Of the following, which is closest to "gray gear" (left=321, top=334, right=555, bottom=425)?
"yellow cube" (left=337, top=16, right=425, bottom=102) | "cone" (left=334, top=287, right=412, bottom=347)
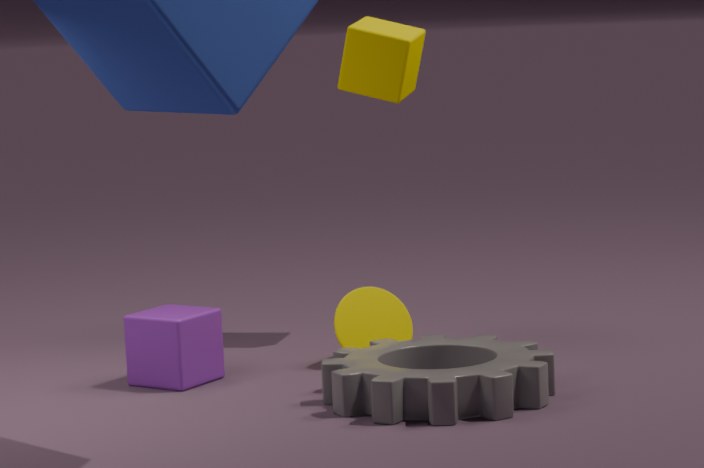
"cone" (left=334, top=287, right=412, bottom=347)
